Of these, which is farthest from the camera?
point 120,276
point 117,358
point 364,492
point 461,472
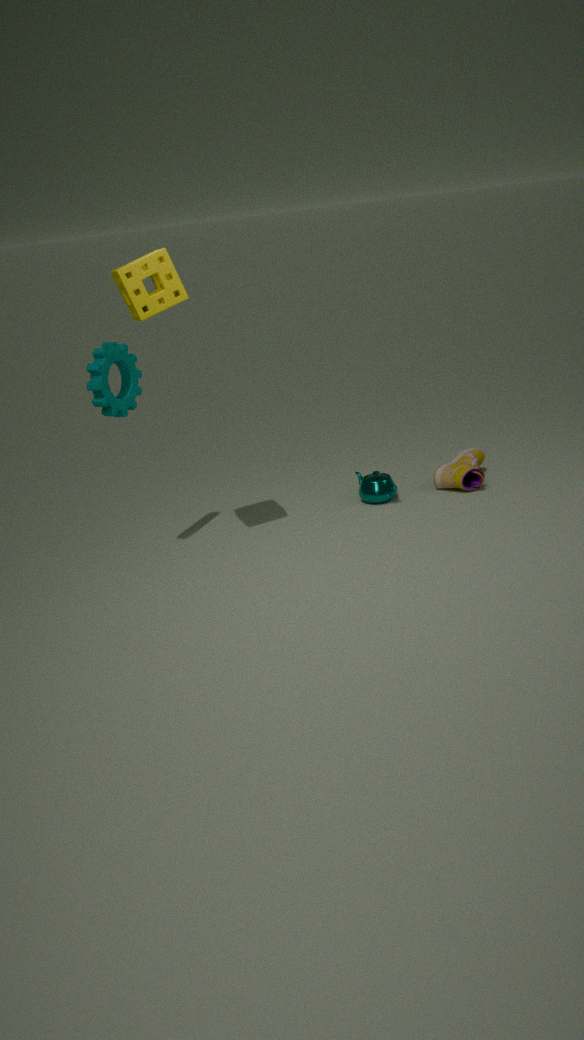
point 364,492
